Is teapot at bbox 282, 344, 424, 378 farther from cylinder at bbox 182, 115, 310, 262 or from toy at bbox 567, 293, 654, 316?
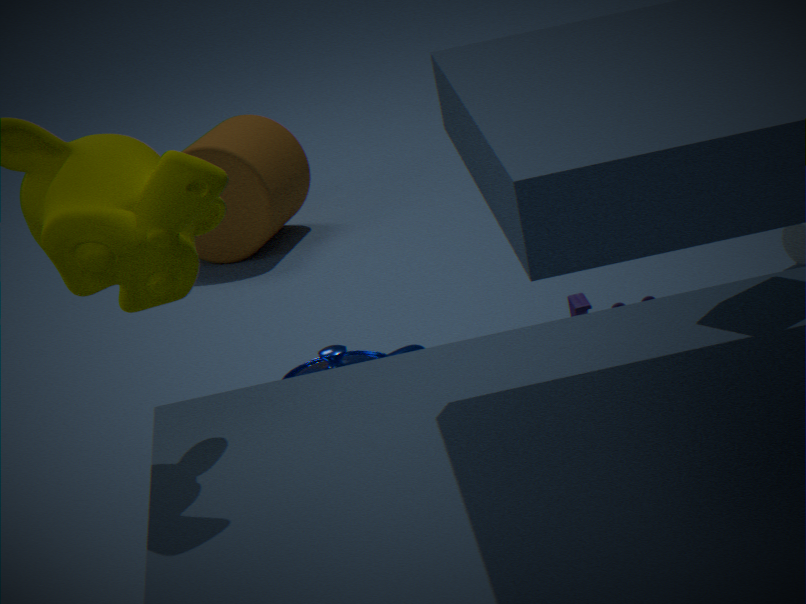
cylinder at bbox 182, 115, 310, 262
